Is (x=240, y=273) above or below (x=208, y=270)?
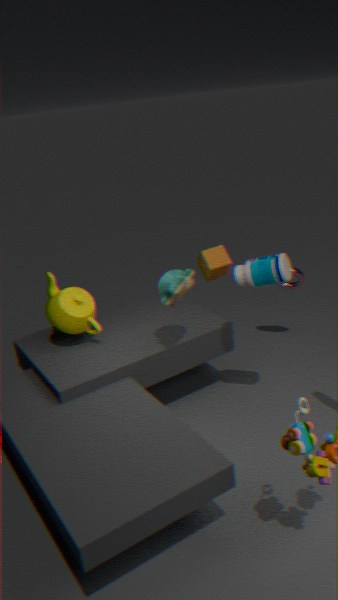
above
